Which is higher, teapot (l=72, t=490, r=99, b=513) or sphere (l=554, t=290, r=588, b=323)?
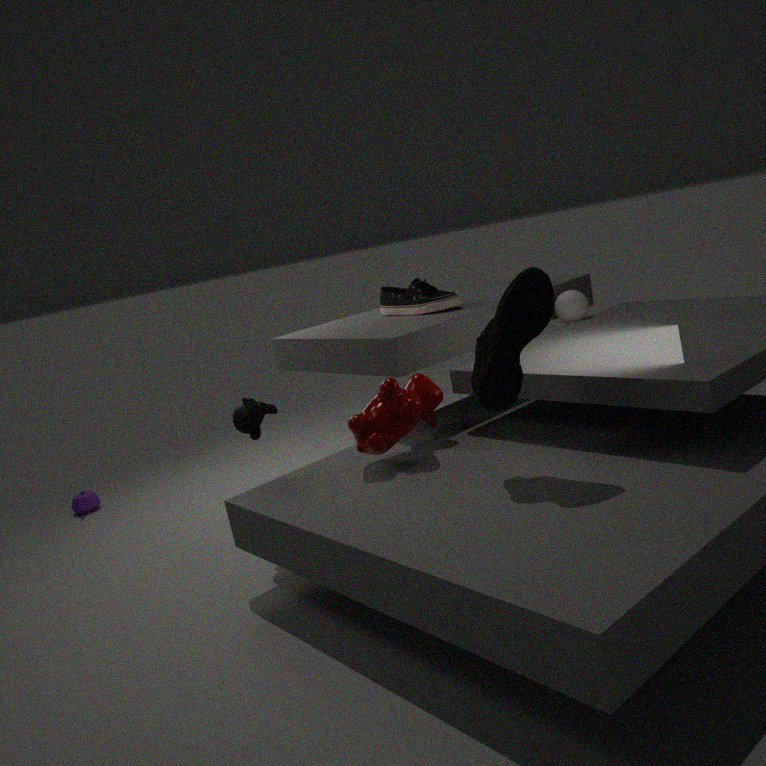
sphere (l=554, t=290, r=588, b=323)
